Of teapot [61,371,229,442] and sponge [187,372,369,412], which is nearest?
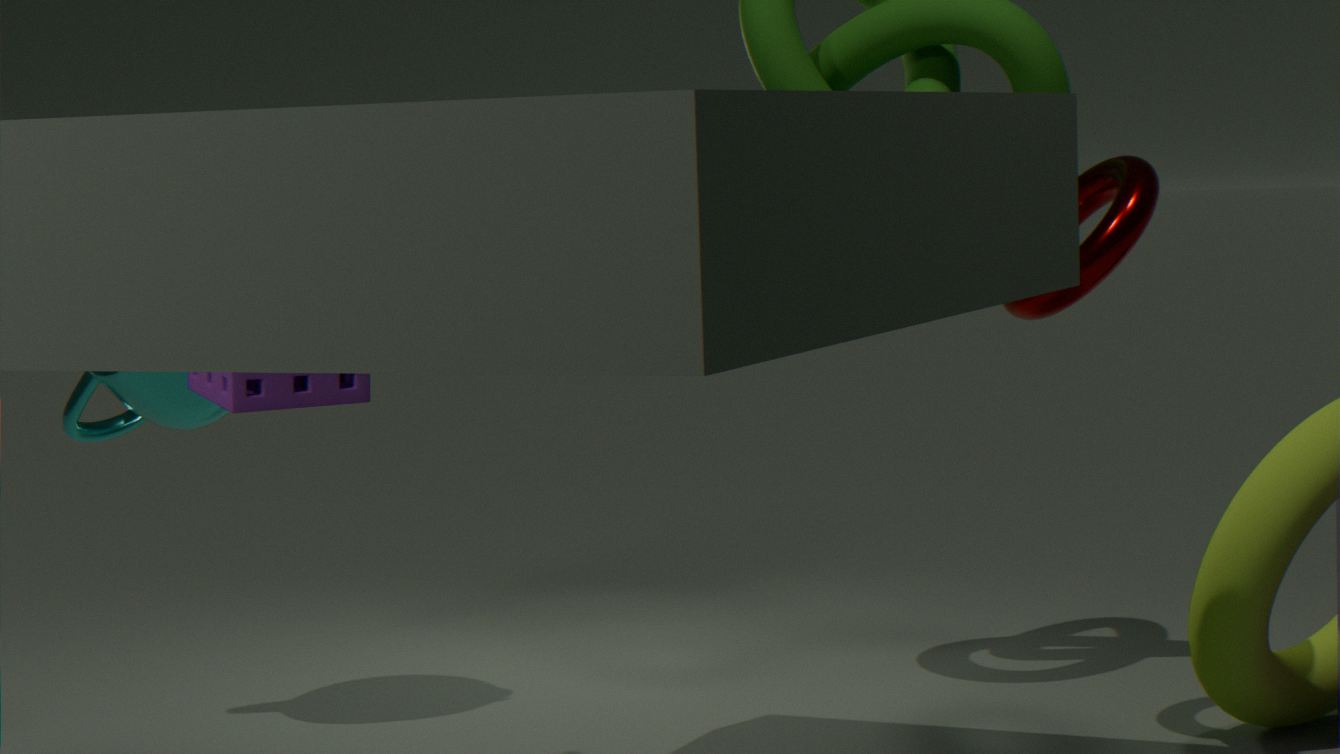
sponge [187,372,369,412]
